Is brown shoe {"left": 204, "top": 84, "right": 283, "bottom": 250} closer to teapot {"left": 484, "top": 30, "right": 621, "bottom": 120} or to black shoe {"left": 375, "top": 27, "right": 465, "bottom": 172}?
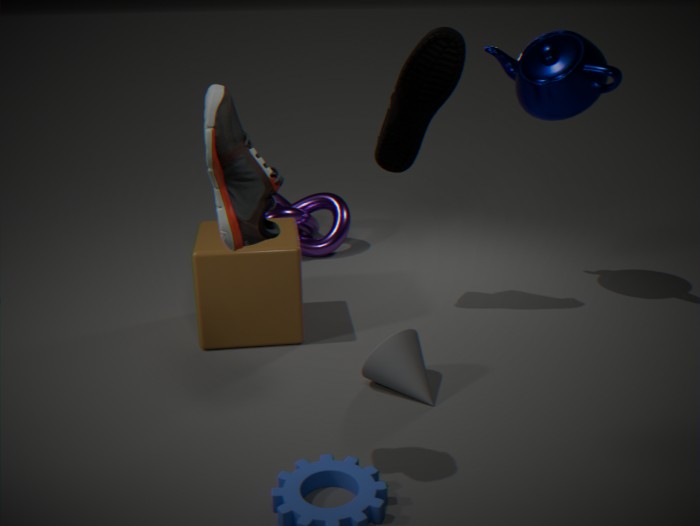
black shoe {"left": 375, "top": 27, "right": 465, "bottom": 172}
